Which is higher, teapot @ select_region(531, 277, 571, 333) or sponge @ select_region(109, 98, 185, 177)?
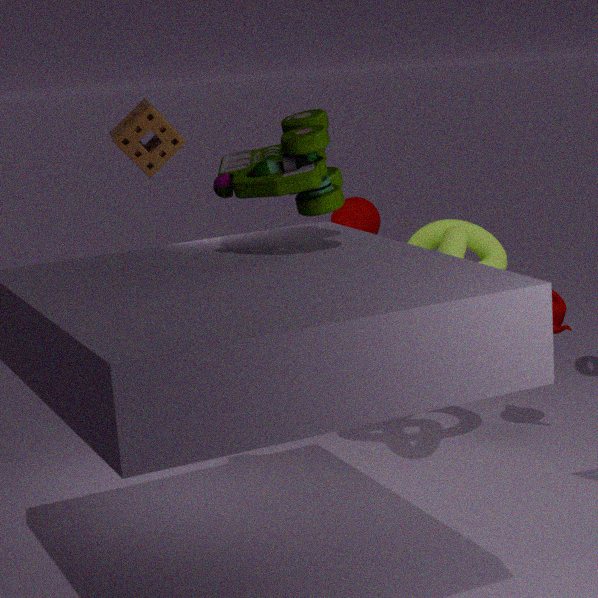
sponge @ select_region(109, 98, 185, 177)
